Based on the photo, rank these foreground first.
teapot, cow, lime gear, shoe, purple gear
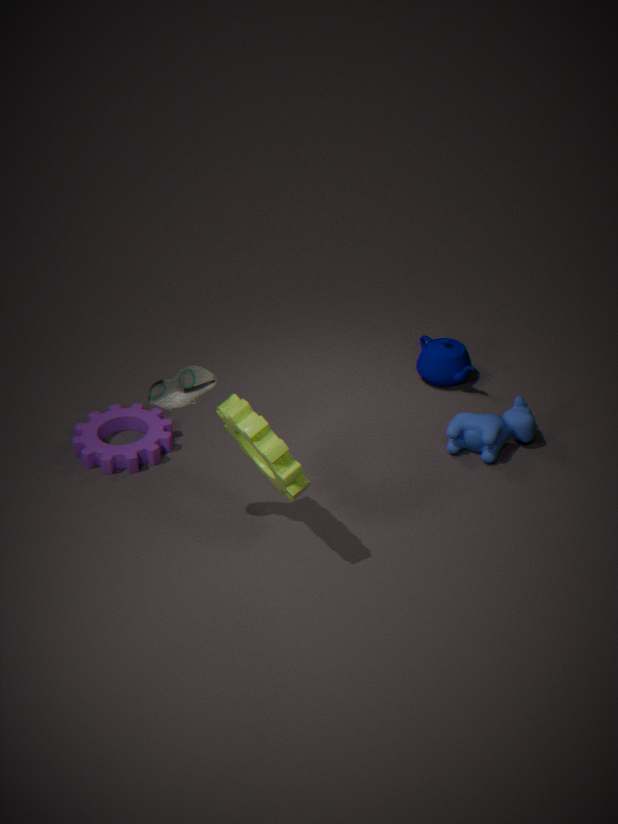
lime gear, shoe, cow, purple gear, teapot
